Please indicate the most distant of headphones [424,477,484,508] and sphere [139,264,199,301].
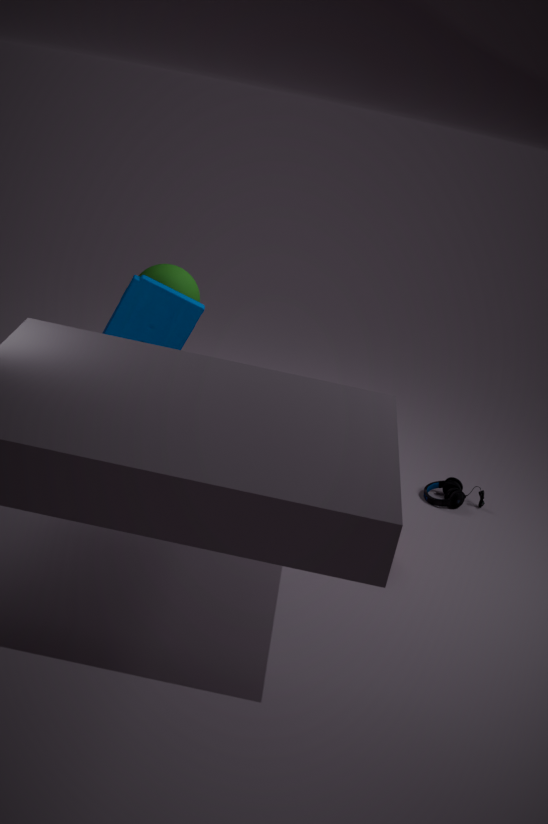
headphones [424,477,484,508]
